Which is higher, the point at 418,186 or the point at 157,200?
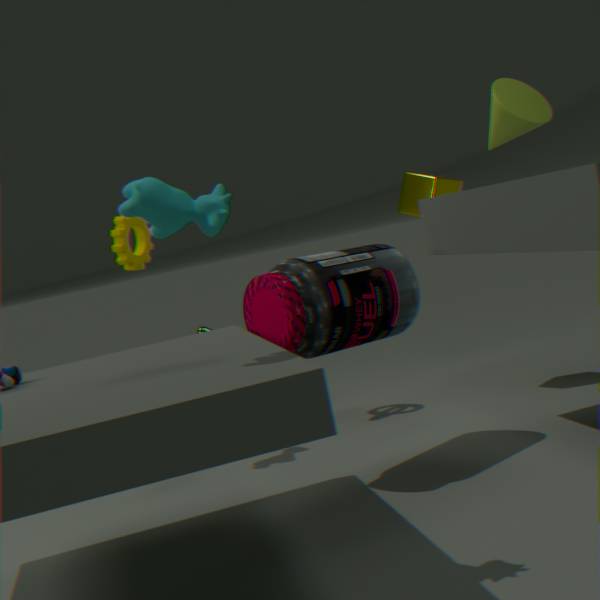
the point at 157,200
